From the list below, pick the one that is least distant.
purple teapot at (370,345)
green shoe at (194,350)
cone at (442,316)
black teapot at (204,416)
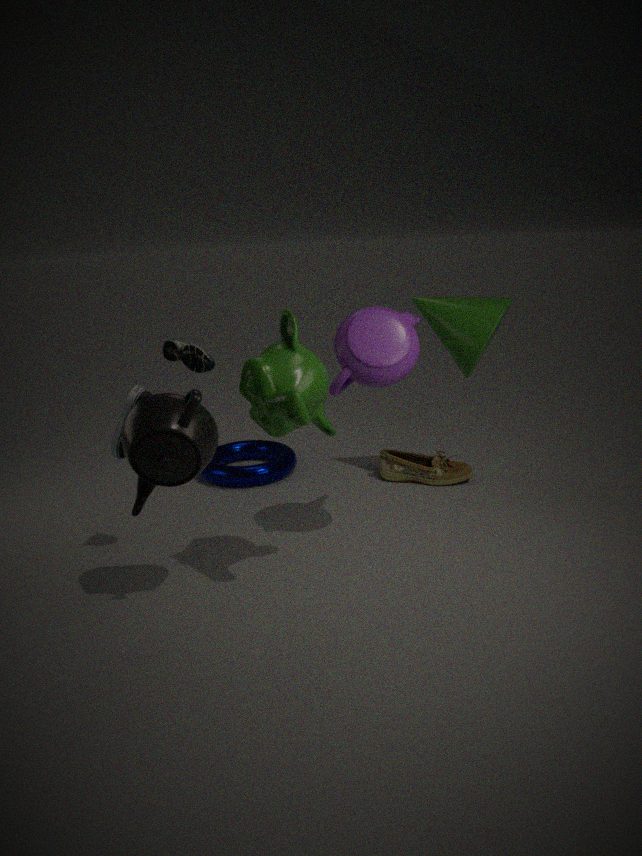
black teapot at (204,416)
